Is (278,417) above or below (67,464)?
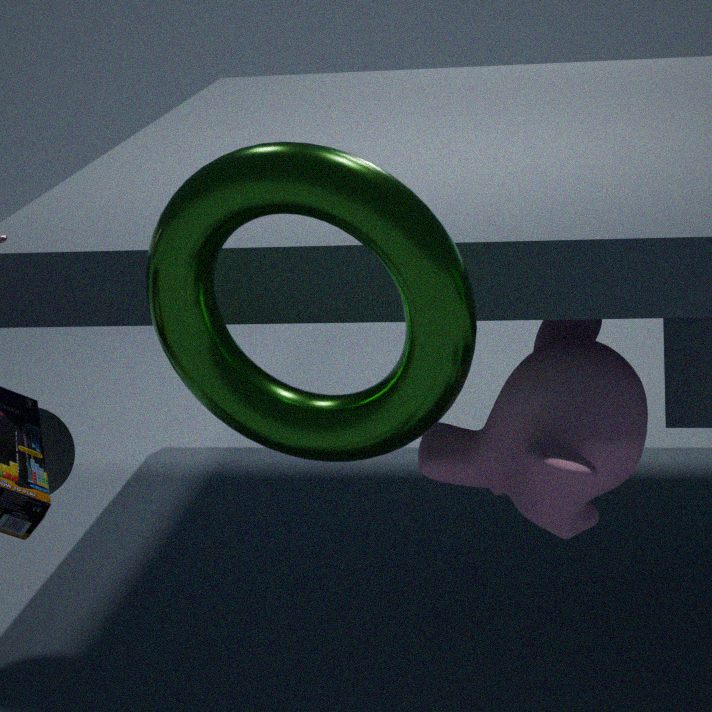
above
